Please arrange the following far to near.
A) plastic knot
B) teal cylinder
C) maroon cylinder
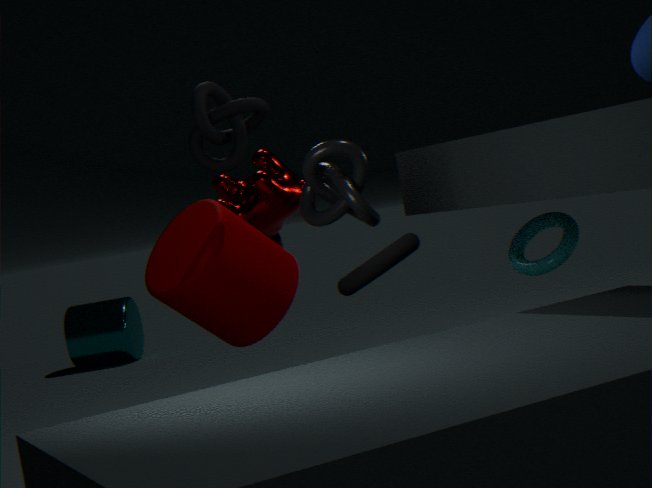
teal cylinder < maroon cylinder < plastic knot
